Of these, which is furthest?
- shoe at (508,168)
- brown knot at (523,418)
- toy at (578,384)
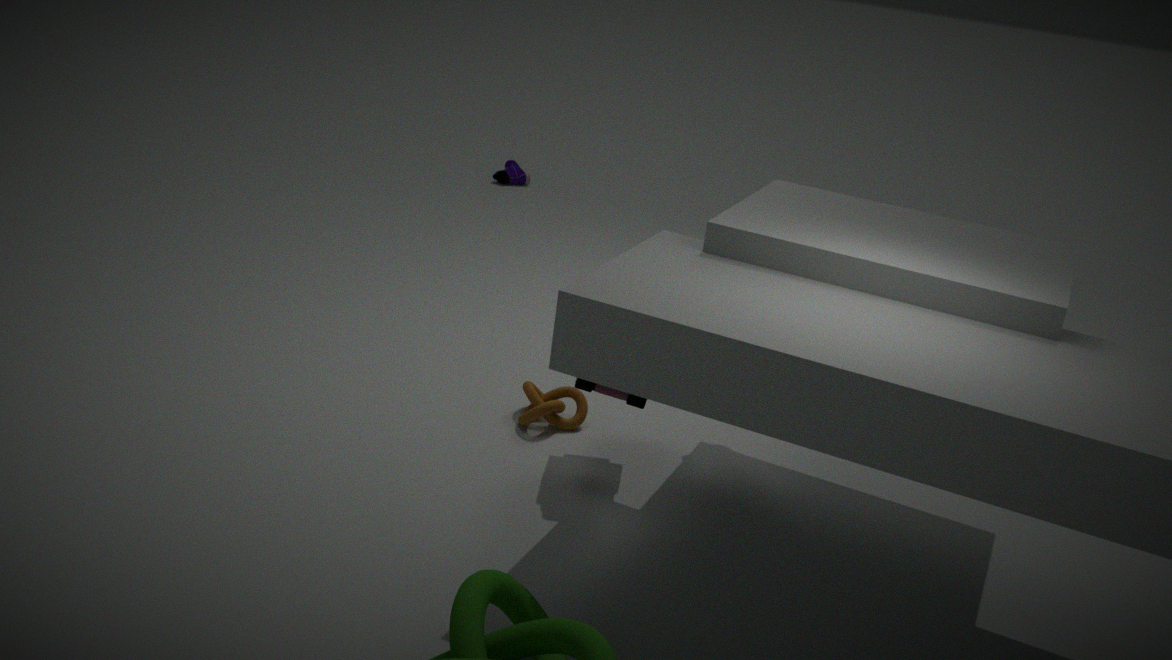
shoe at (508,168)
